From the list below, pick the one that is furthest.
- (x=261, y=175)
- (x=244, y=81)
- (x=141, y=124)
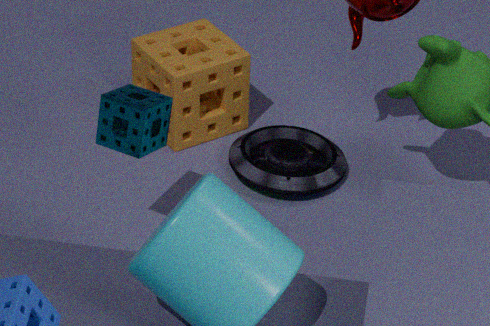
(x=244, y=81)
